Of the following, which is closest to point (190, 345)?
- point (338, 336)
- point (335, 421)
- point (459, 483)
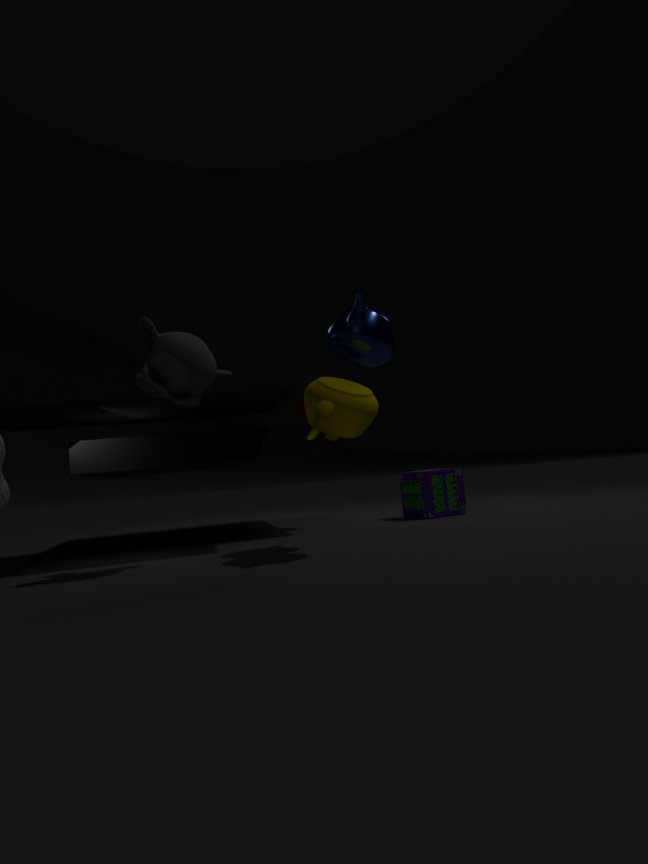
point (335, 421)
